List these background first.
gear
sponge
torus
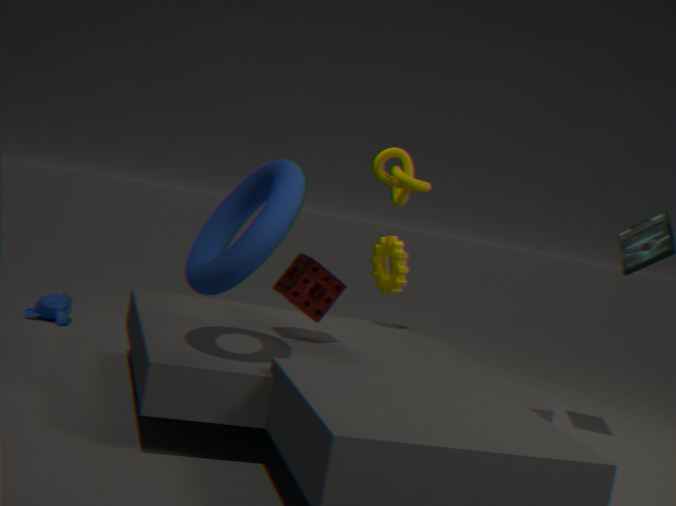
gear
sponge
torus
